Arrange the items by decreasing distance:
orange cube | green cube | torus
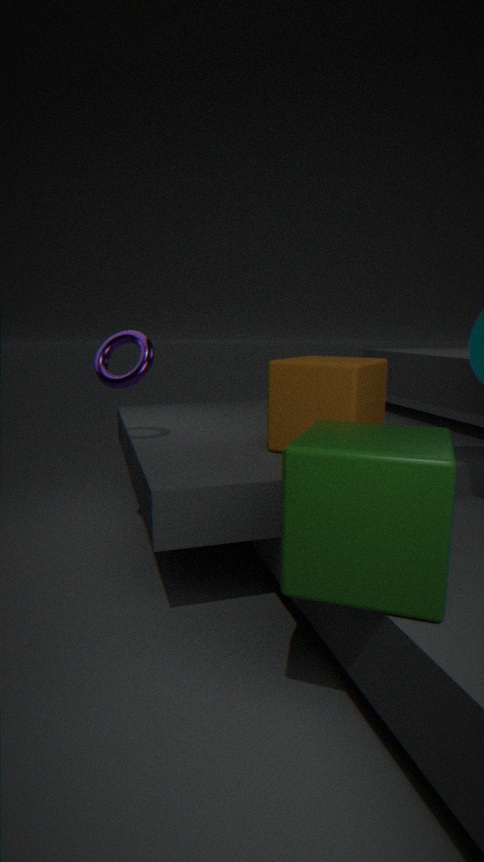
torus, orange cube, green cube
